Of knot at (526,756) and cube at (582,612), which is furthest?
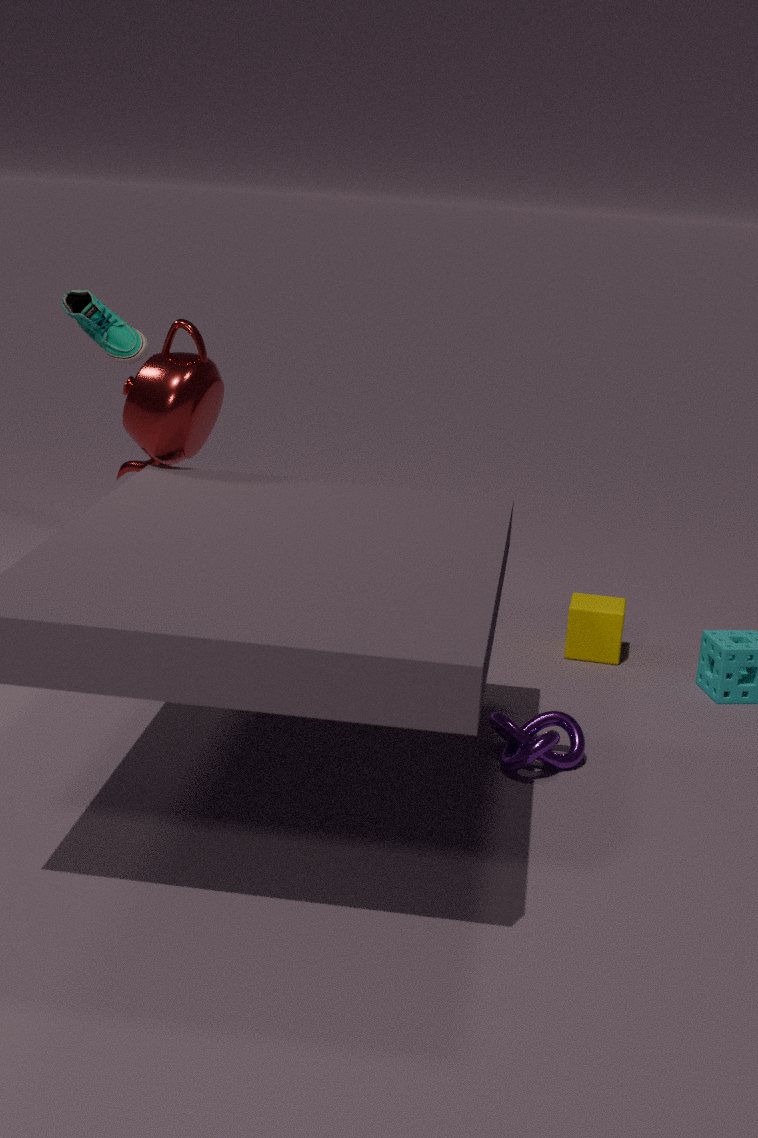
cube at (582,612)
